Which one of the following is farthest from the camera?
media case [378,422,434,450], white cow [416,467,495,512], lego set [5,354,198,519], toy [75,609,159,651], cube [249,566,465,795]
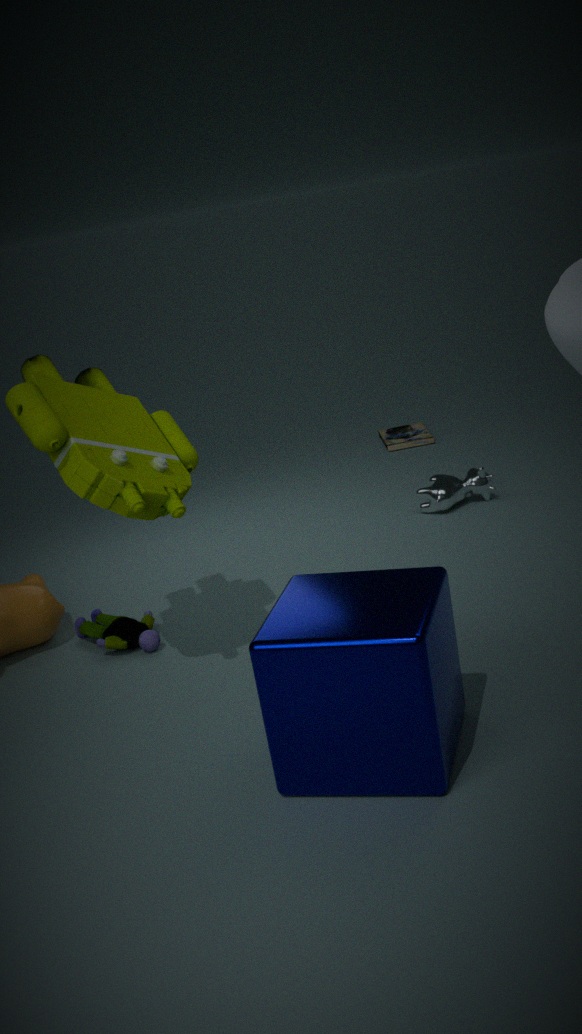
media case [378,422,434,450]
